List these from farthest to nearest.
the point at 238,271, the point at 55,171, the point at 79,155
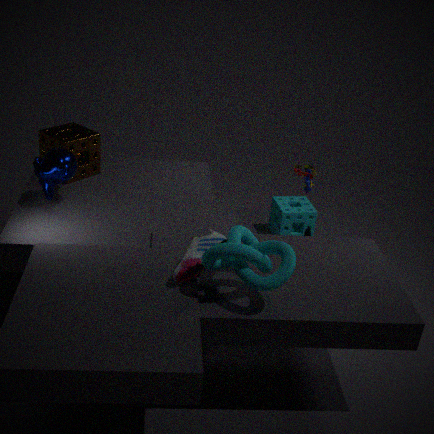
the point at 79,155, the point at 55,171, the point at 238,271
